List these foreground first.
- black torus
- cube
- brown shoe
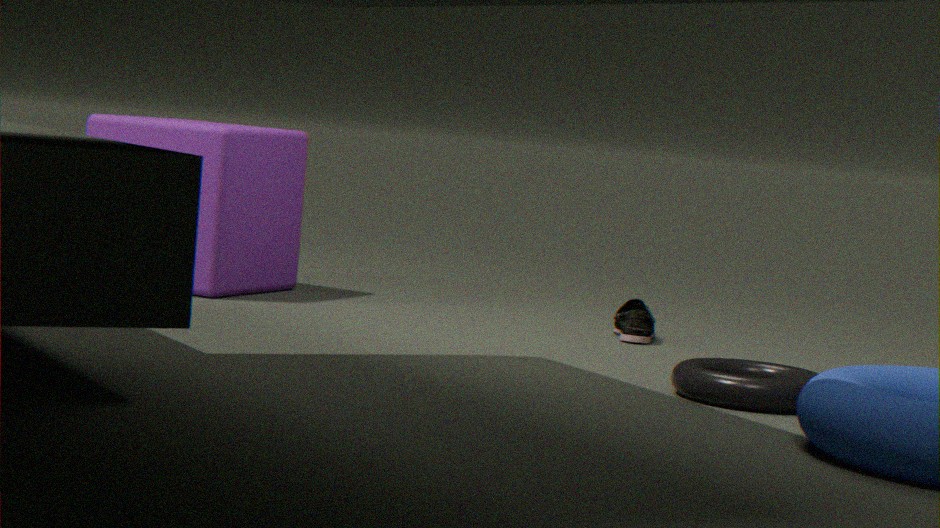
black torus
brown shoe
cube
